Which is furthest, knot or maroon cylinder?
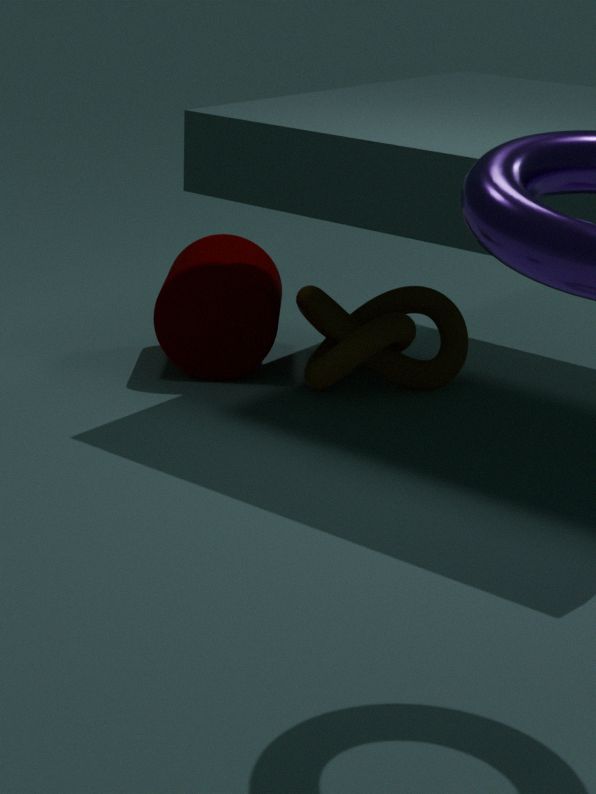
maroon cylinder
